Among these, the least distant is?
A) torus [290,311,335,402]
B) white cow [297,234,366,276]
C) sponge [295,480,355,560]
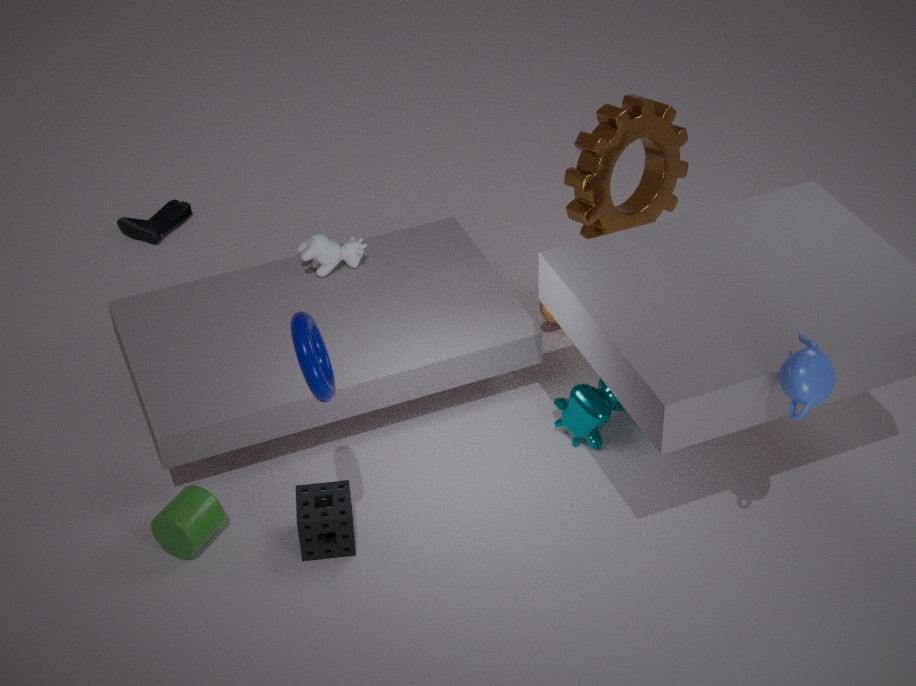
torus [290,311,335,402]
